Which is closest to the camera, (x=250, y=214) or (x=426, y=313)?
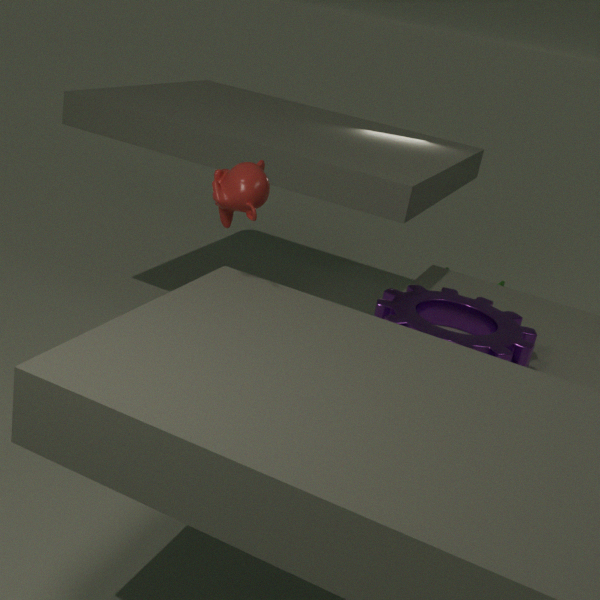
(x=250, y=214)
